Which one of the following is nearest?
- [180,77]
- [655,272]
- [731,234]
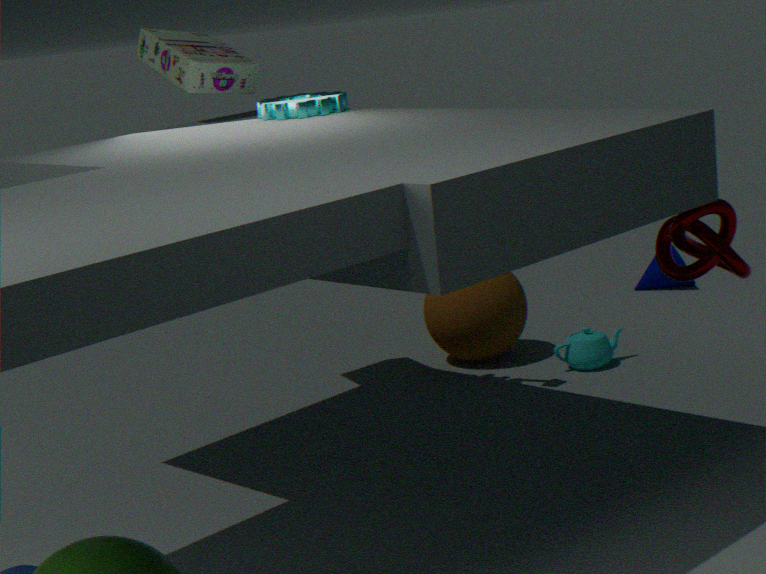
[731,234]
